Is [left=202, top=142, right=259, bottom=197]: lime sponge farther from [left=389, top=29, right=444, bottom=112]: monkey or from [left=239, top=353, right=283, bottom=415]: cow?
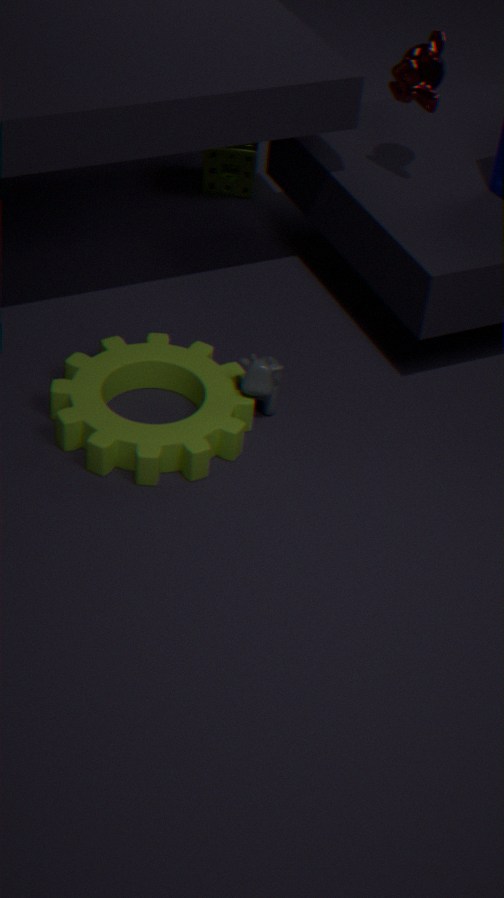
[left=239, top=353, right=283, bottom=415]: cow
